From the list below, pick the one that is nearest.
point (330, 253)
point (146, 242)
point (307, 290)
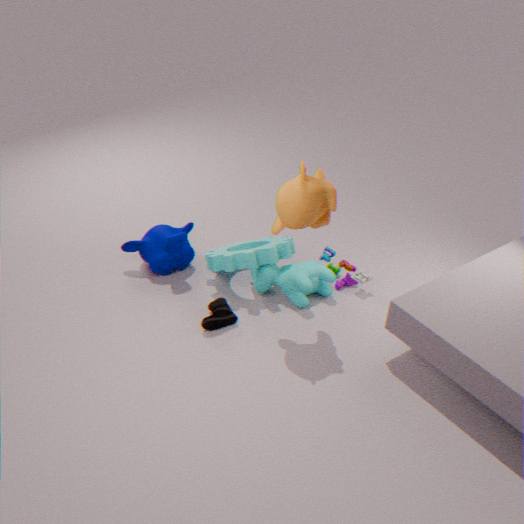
point (307, 290)
